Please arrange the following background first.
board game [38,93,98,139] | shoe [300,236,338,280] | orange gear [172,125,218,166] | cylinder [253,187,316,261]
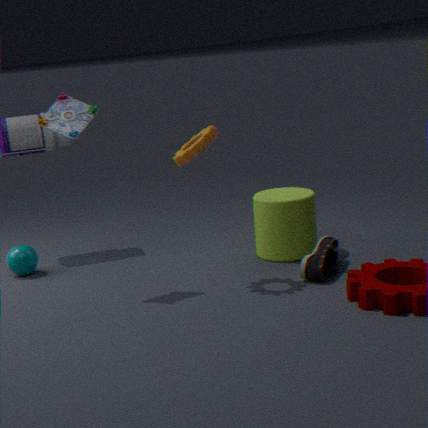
cylinder [253,187,316,261]
shoe [300,236,338,280]
board game [38,93,98,139]
orange gear [172,125,218,166]
